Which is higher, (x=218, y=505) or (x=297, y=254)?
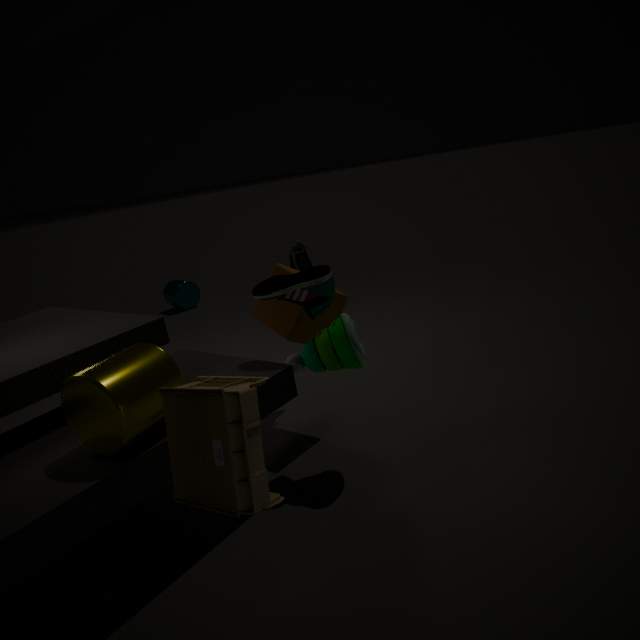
(x=297, y=254)
